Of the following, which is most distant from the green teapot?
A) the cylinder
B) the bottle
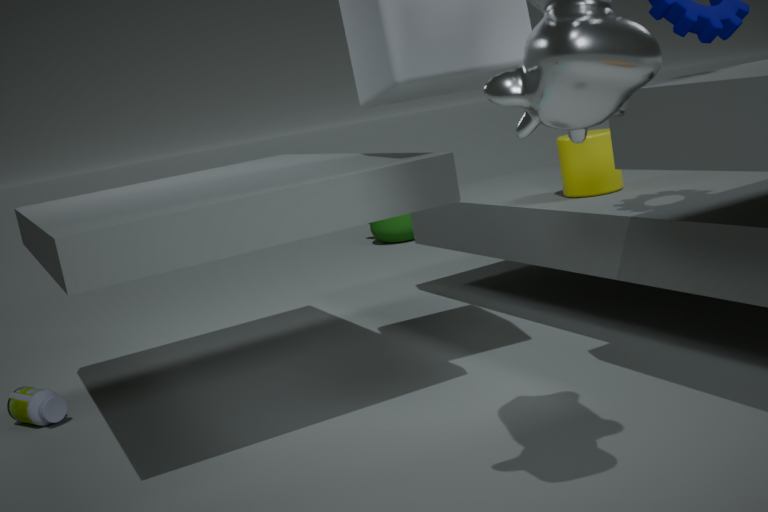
the bottle
